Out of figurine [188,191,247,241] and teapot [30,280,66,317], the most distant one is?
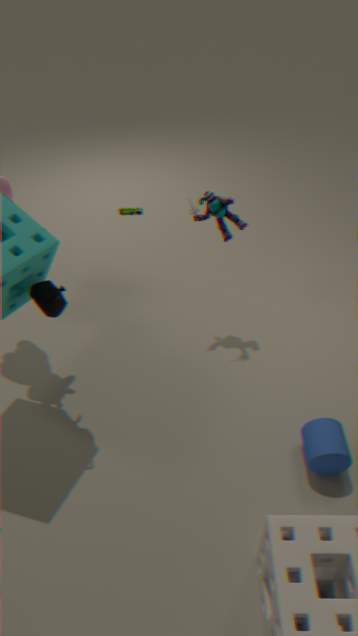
figurine [188,191,247,241]
